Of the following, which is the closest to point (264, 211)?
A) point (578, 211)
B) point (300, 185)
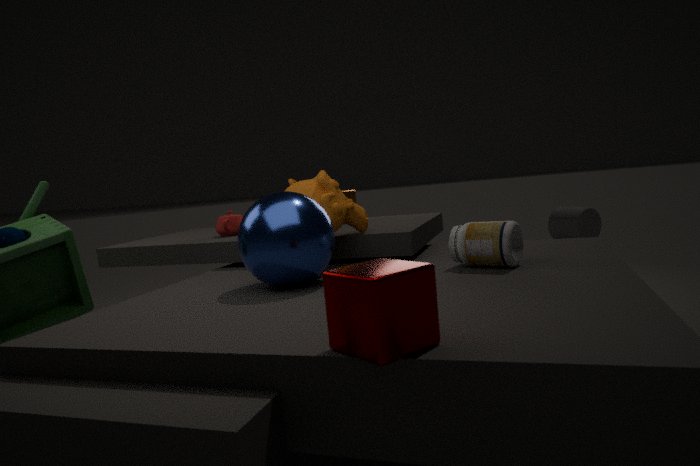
point (300, 185)
